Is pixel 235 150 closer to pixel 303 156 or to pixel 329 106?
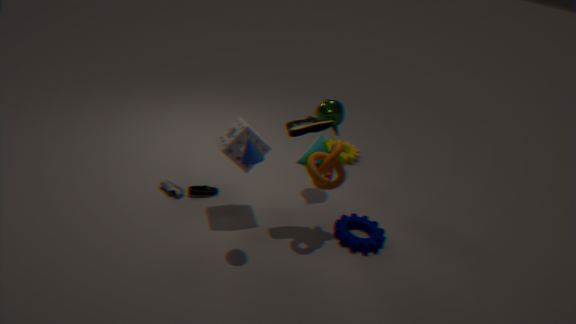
pixel 329 106
